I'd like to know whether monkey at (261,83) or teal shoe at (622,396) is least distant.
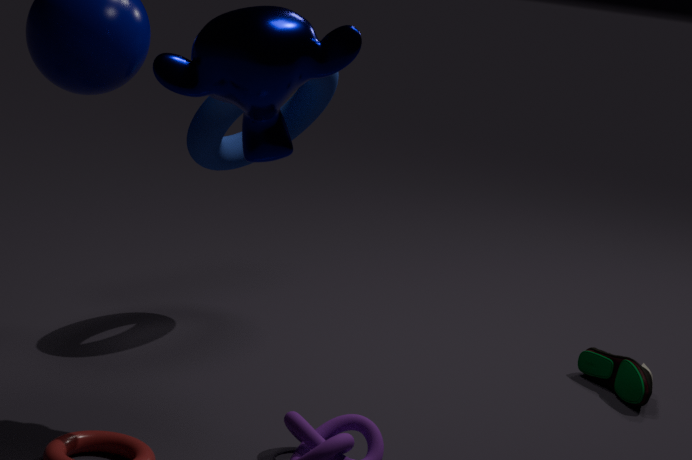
monkey at (261,83)
